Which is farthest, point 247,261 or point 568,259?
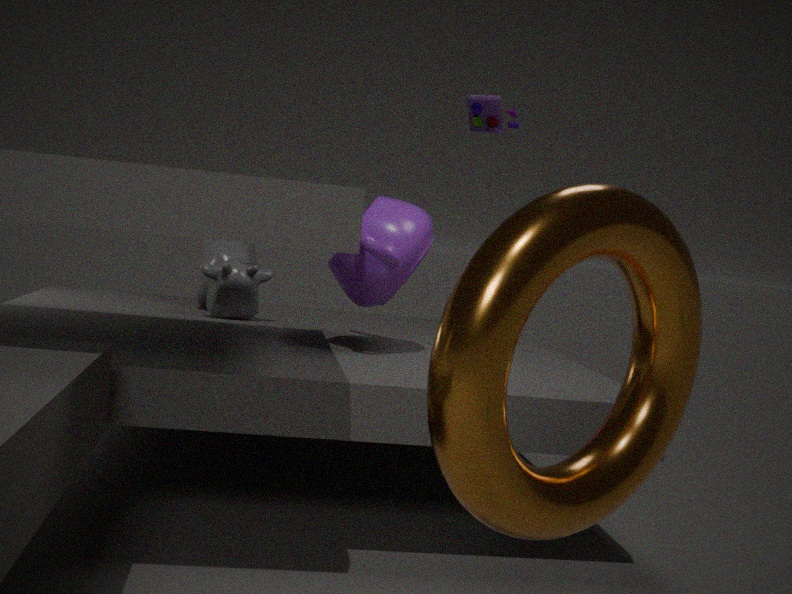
point 247,261
